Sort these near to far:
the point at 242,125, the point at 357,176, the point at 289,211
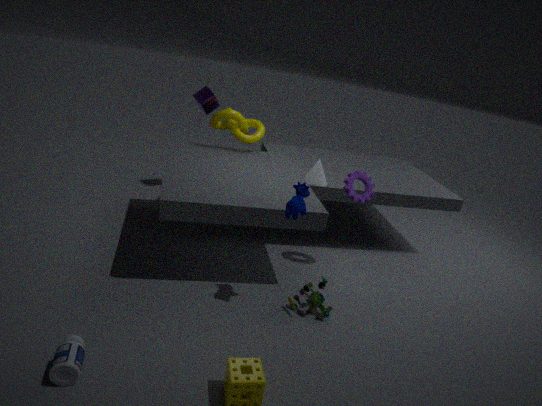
1. the point at 289,211
2. the point at 357,176
3. the point at 242,125
